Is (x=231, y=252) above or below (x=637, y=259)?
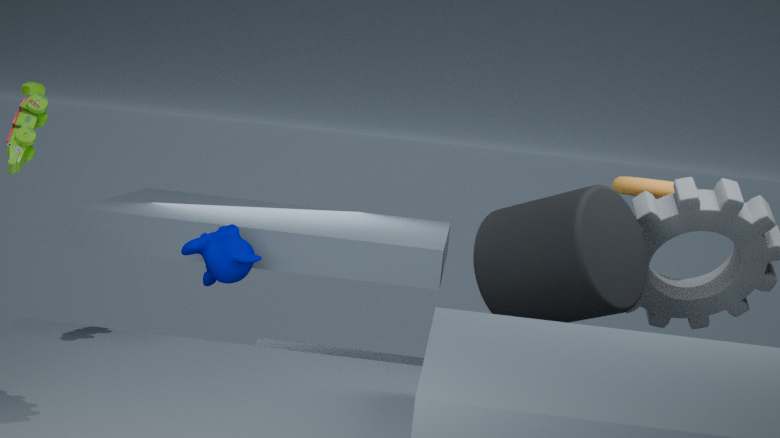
below
